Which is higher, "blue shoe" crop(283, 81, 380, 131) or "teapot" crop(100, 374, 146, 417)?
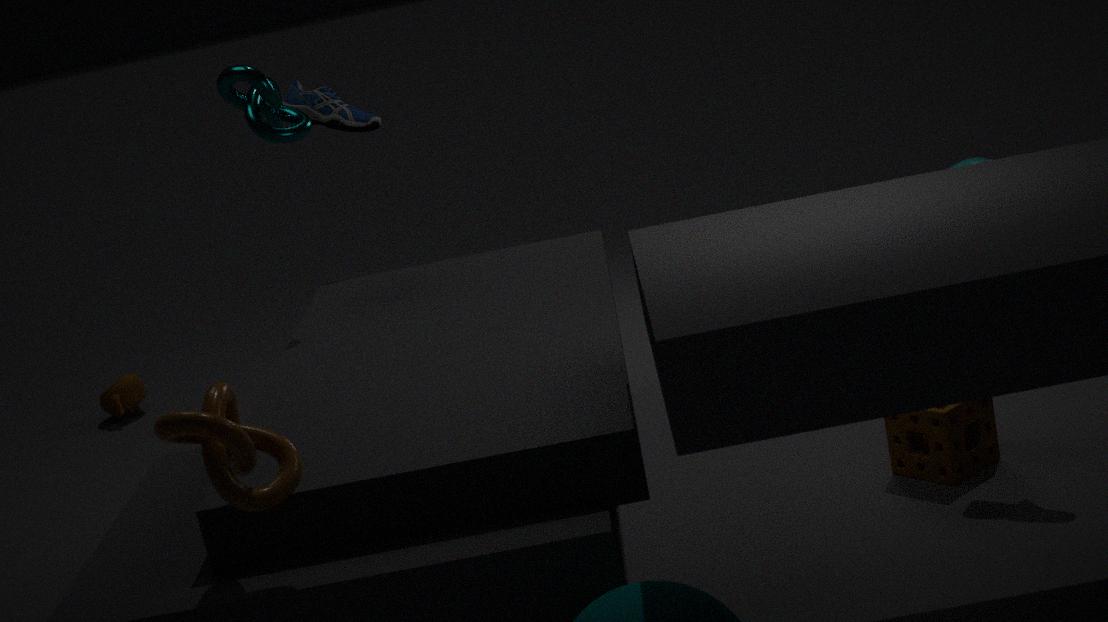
"blue shoe" crop(283, 81, 380, 131)
